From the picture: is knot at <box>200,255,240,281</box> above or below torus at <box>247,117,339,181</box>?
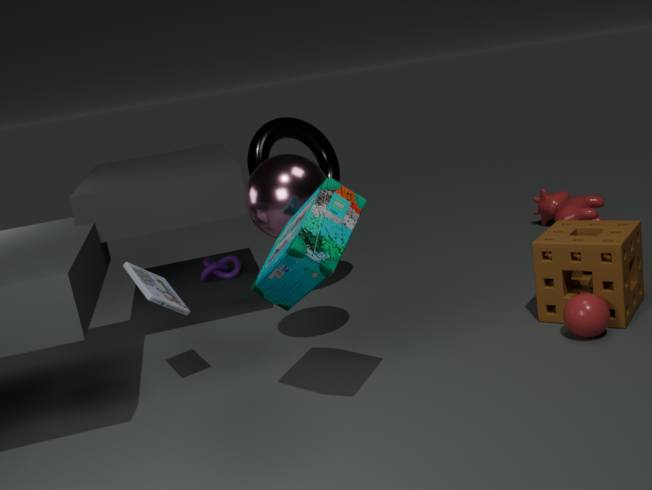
below
